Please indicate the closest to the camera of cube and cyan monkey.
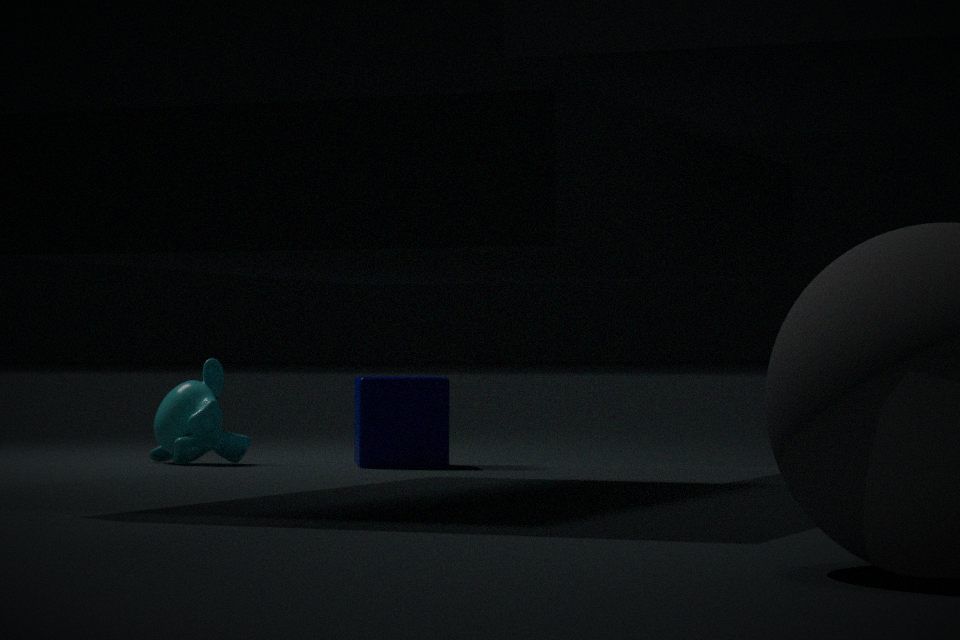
cube
